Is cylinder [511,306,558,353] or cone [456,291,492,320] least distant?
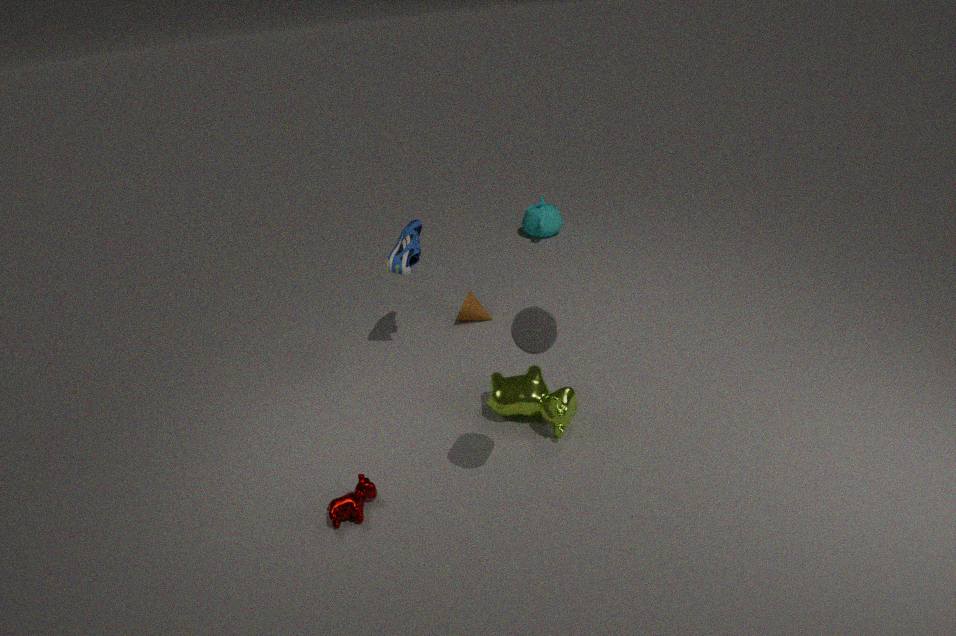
cylinder [511,306,558,353]
